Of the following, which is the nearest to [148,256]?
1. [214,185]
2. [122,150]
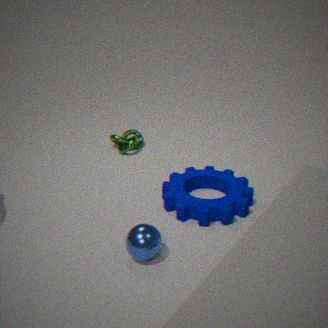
[214,185]
